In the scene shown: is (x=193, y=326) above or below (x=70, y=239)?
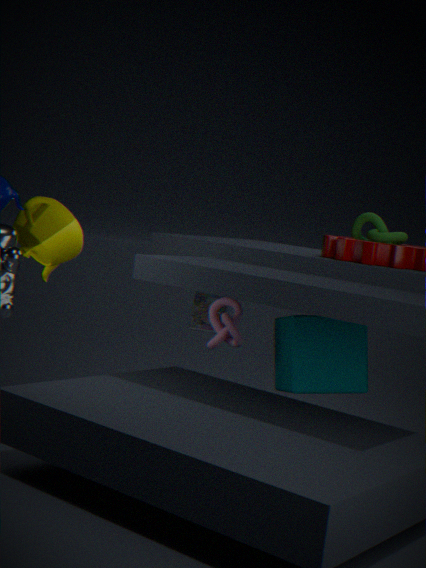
below
